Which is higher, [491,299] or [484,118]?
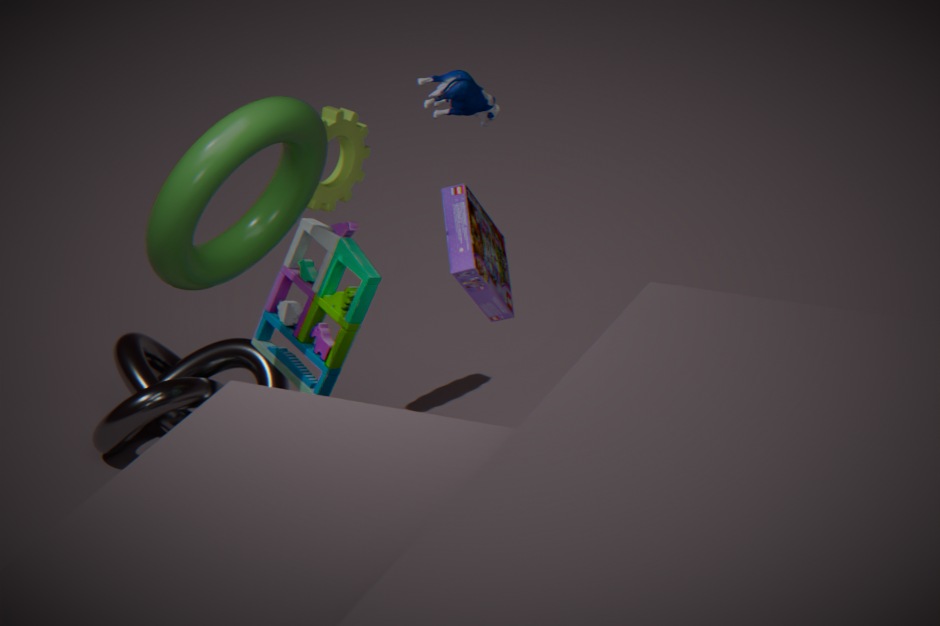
[484,118]
